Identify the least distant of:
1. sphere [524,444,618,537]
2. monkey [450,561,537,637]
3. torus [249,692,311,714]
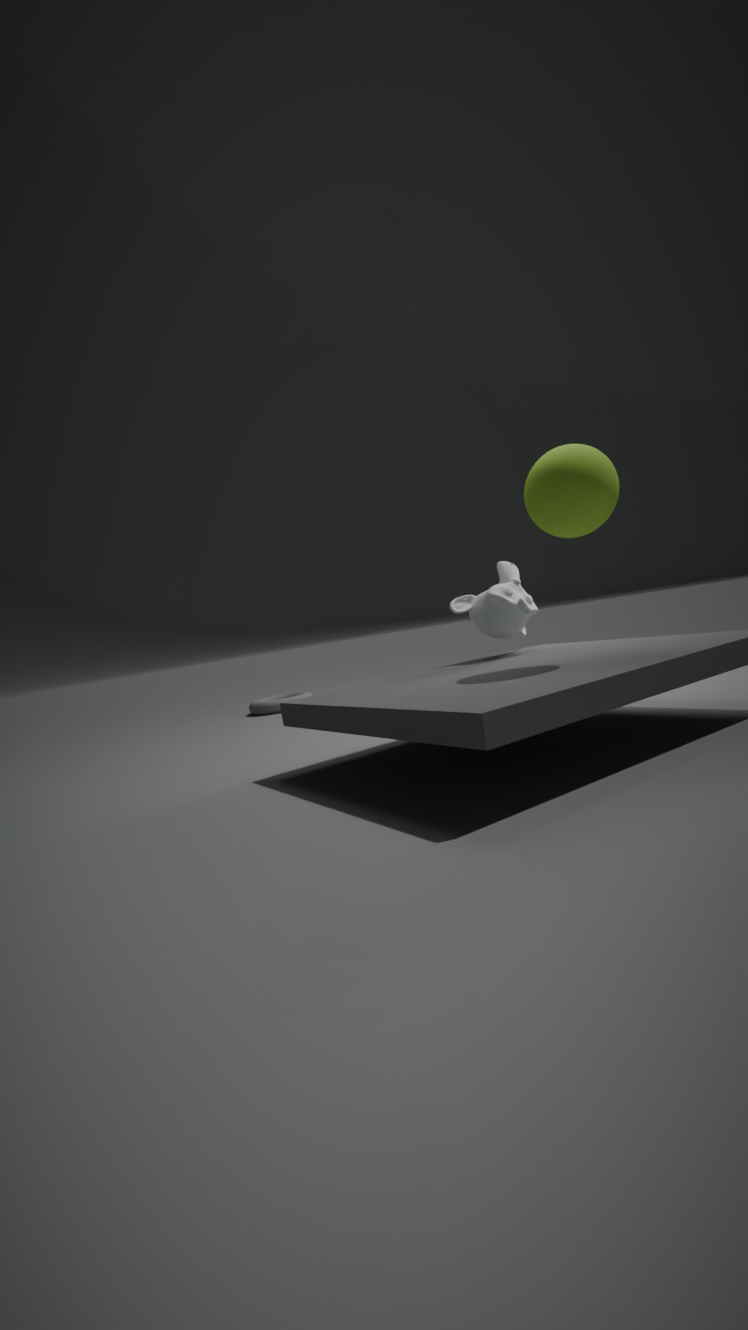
sphere [524,444,618,537]
